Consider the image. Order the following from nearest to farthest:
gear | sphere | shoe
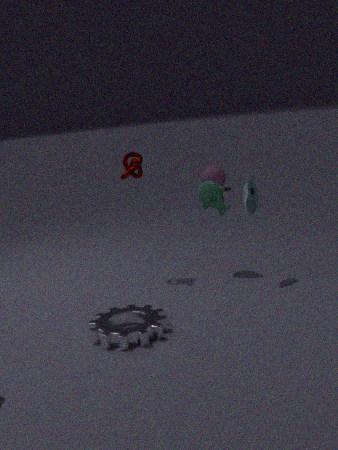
gear
shoe
sphere
